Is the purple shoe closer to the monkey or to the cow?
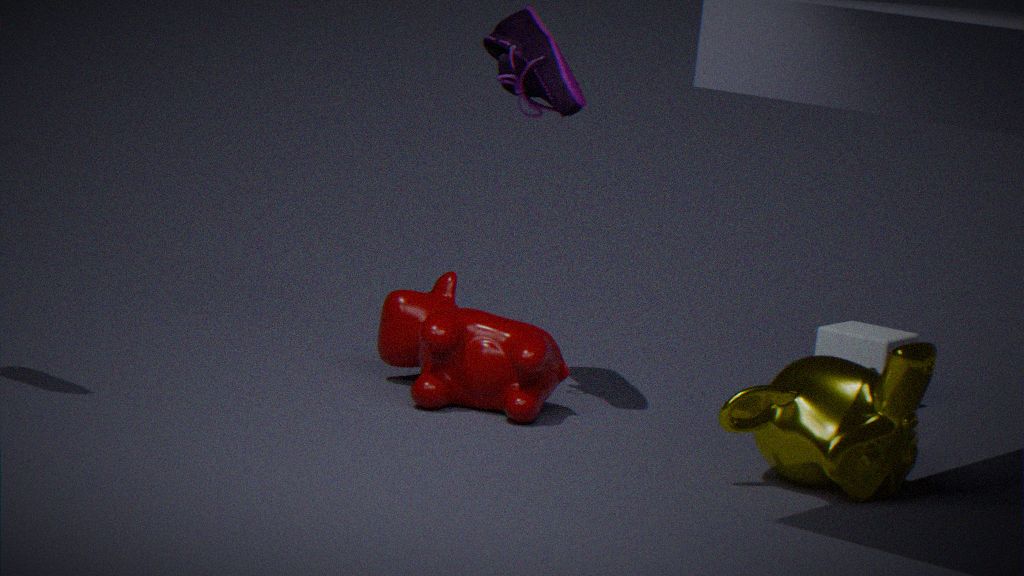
the cow
